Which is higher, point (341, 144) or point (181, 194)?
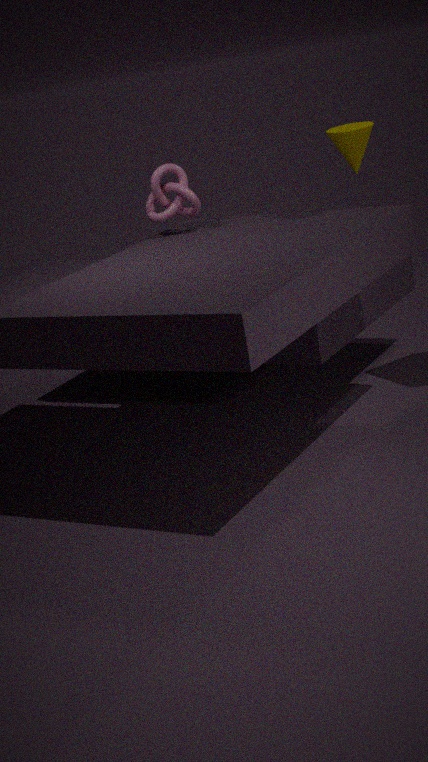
point (341, 144)
